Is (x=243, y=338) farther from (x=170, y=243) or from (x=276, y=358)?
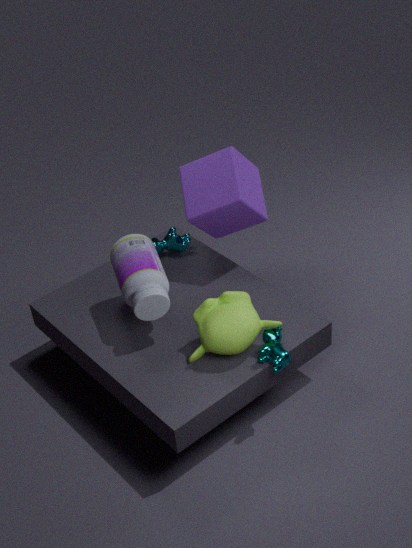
(x=170, y=243)
